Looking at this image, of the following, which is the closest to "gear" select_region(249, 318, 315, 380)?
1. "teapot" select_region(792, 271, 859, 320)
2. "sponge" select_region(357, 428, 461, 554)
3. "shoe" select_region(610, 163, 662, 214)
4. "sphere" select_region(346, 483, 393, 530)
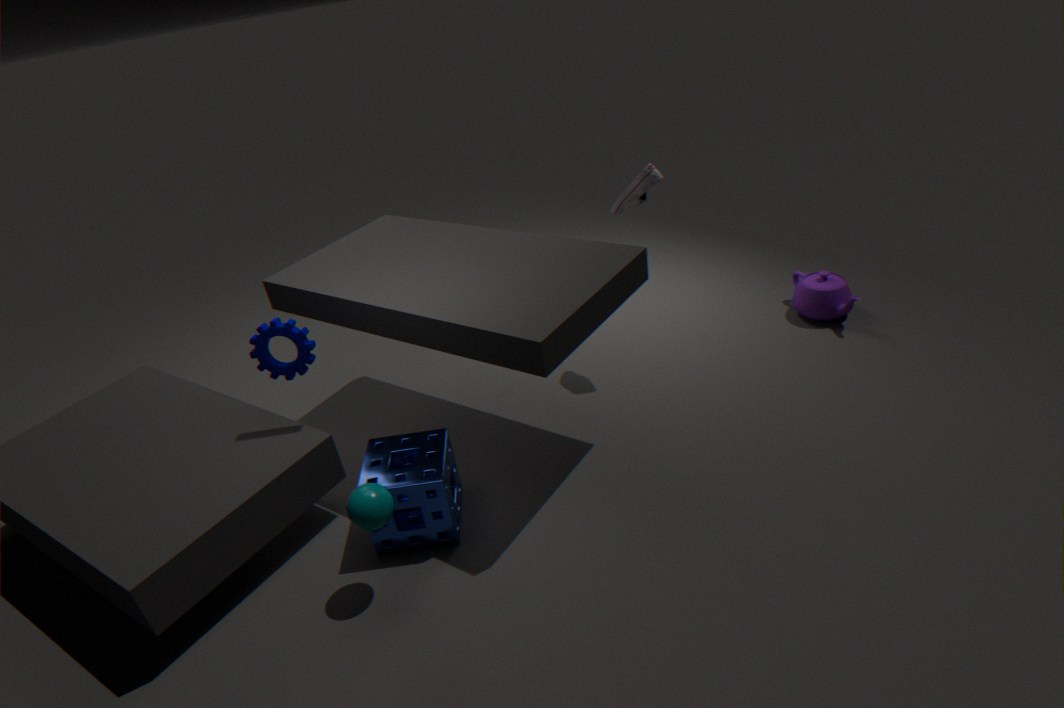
"sponge" select_region(357, 428, 461, 554)
